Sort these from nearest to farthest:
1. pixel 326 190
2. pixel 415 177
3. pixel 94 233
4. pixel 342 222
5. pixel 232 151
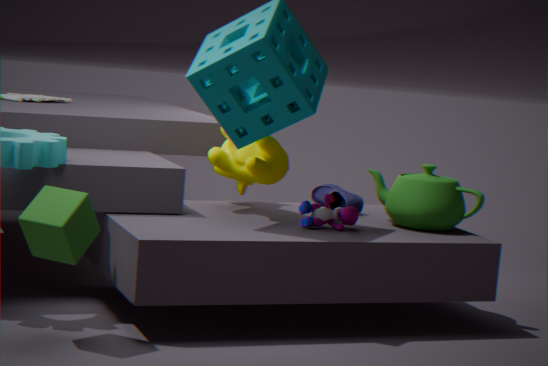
pixel 94 233
pixel 342 222
pixel 415 177
pixel 232 151
pixel 326 190
